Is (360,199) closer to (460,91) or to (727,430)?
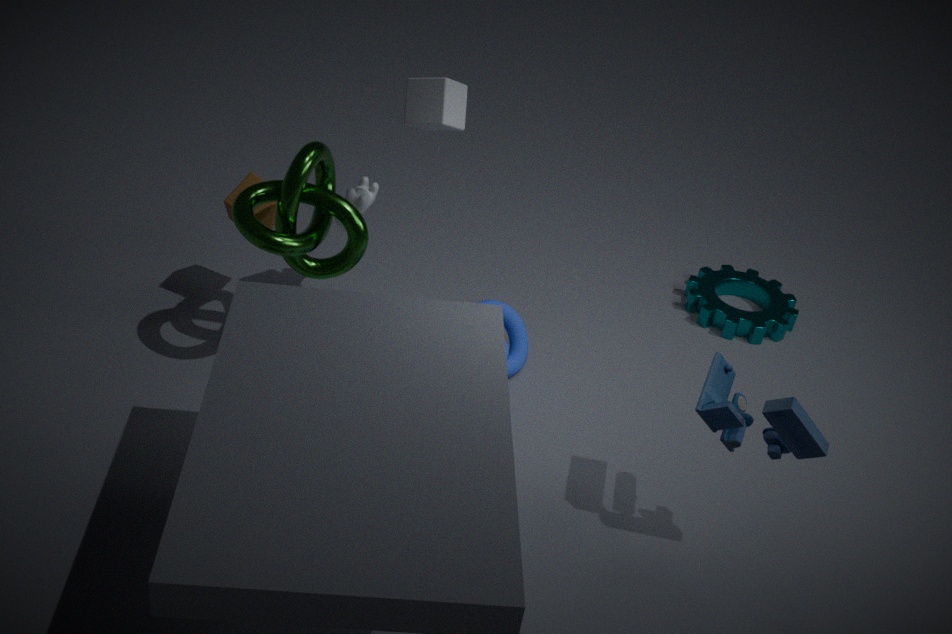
(460,91)
